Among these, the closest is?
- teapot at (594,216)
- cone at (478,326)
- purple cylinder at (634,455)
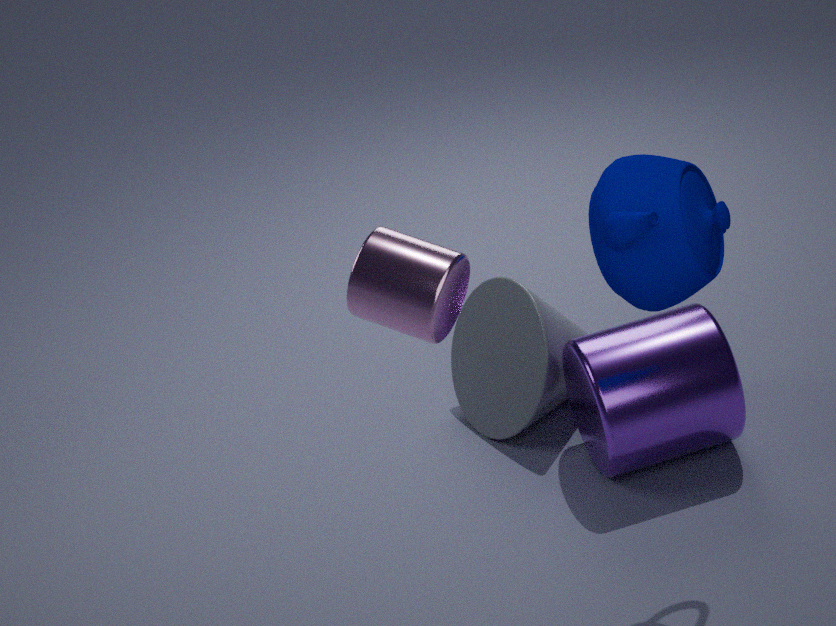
teapot at (594,216)
